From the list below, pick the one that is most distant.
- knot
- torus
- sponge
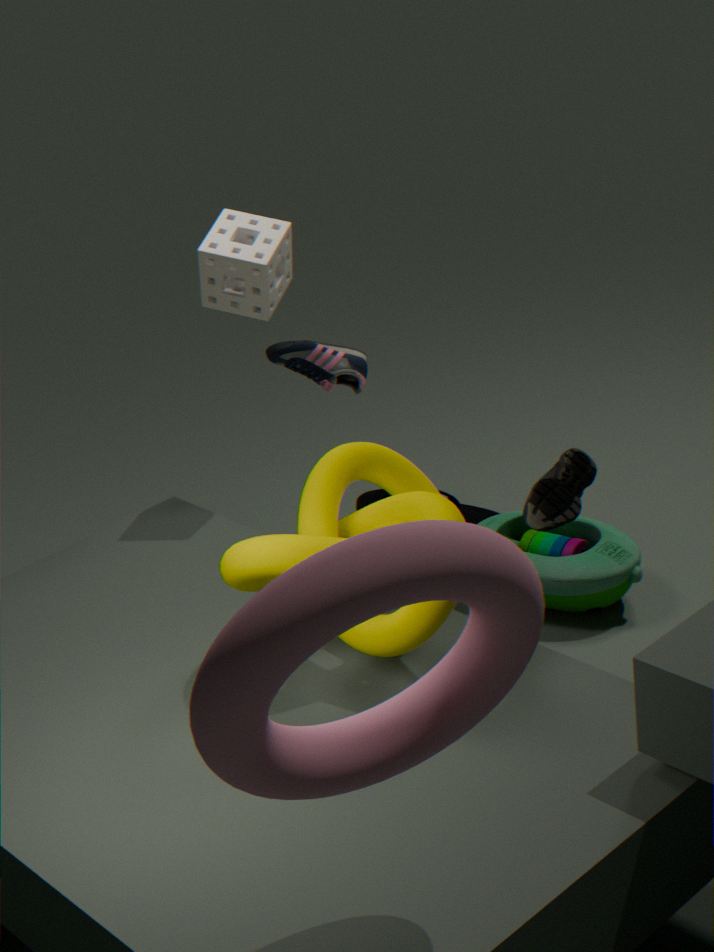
sponge
